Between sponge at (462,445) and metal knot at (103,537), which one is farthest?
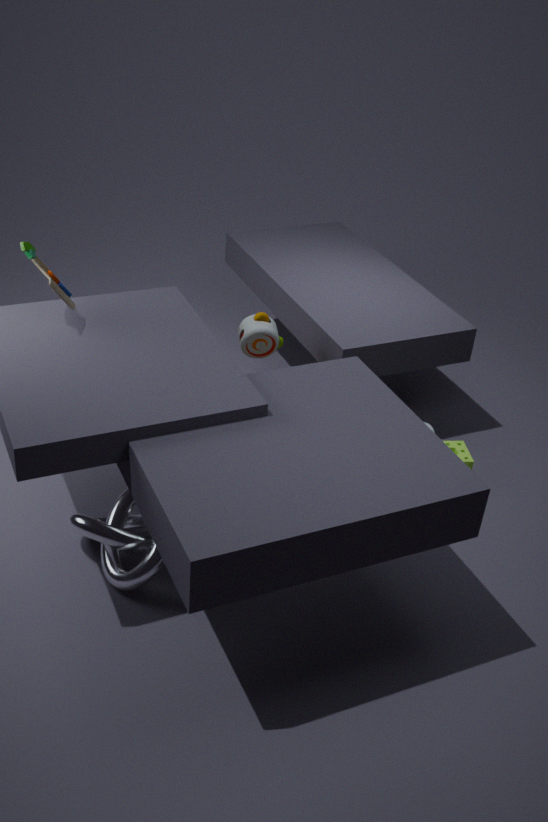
sponge at (462,445)
